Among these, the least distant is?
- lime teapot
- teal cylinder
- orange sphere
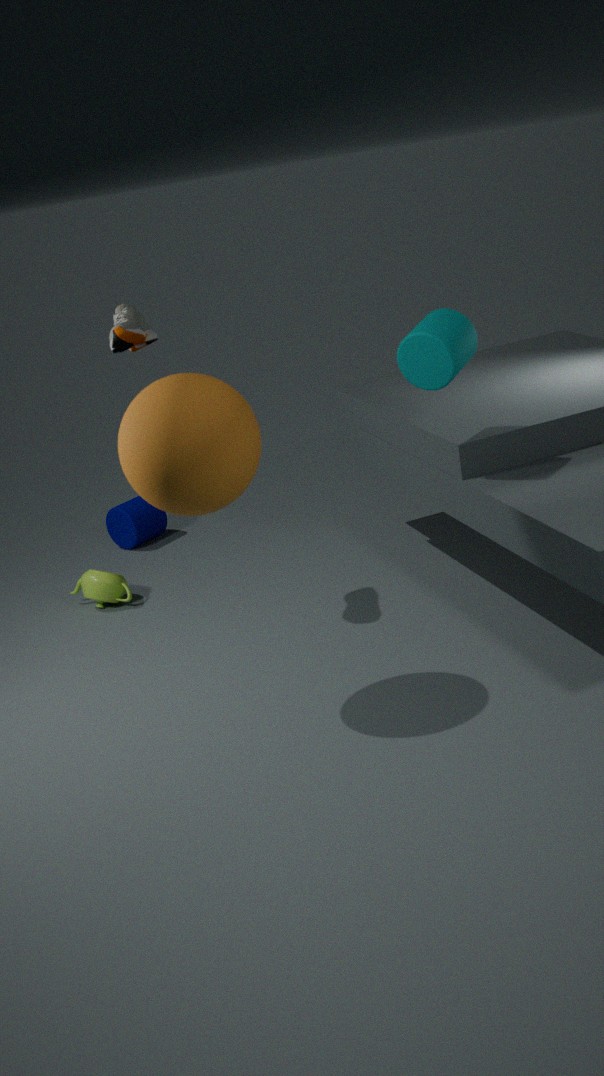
orange sphere
